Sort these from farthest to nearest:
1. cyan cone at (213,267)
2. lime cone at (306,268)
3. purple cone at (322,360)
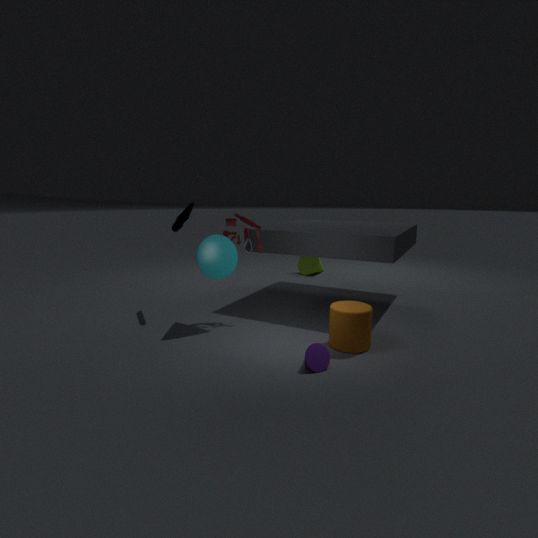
lime cone at (306,268) → cyan cone at (213,267) → purple cone at (322,360)
